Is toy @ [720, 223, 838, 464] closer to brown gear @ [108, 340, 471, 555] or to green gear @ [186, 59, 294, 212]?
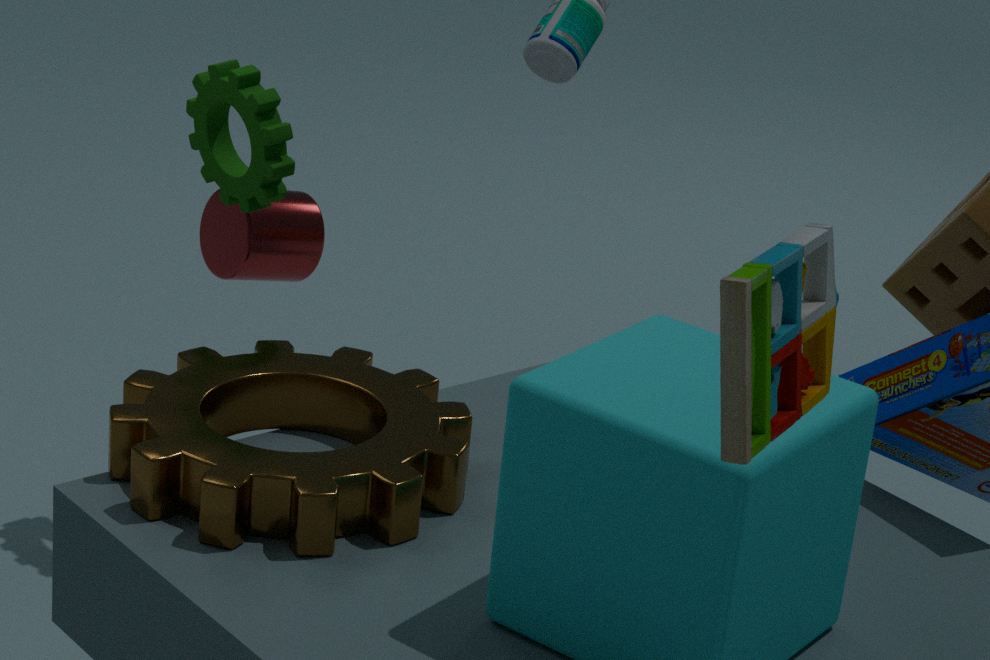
brown gear @ [108, 340, 471, 555]
